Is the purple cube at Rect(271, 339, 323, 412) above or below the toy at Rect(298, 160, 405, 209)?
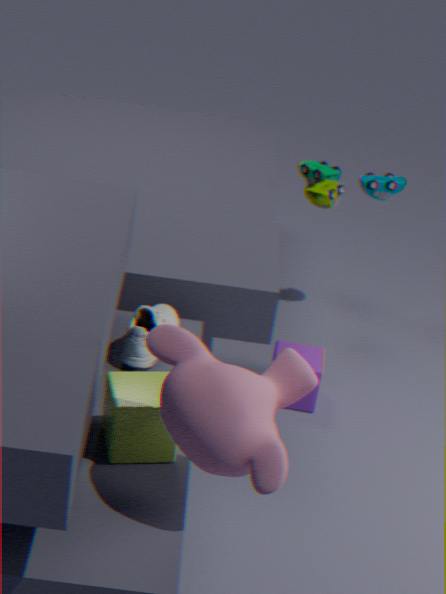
below
